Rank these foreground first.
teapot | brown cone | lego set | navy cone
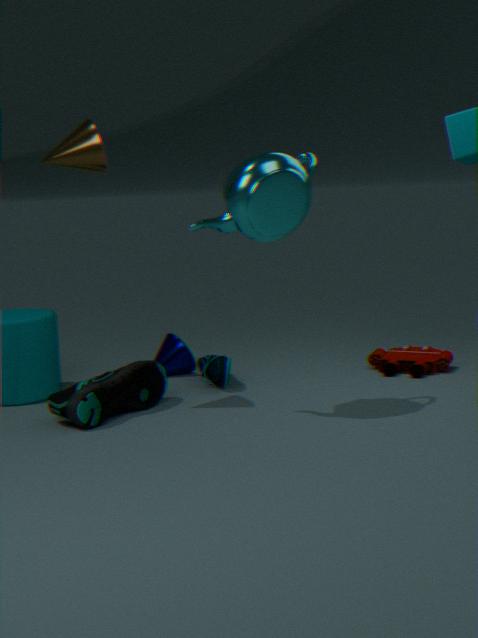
teapot, brown cone, lego set, navy cone
